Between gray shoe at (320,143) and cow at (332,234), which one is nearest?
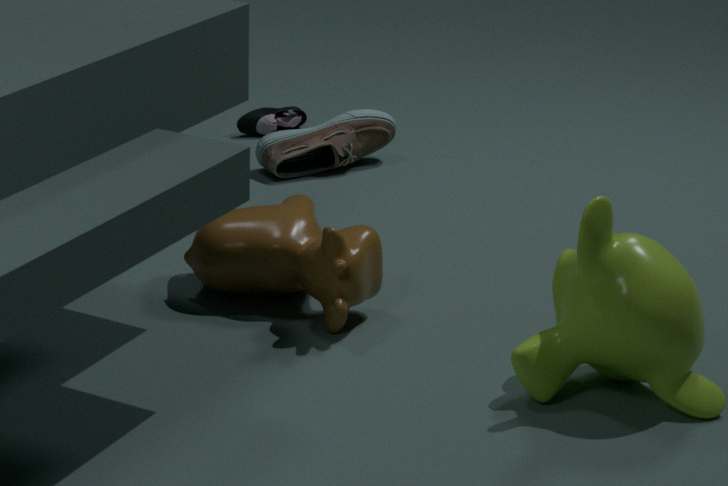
cow at (332,234)
